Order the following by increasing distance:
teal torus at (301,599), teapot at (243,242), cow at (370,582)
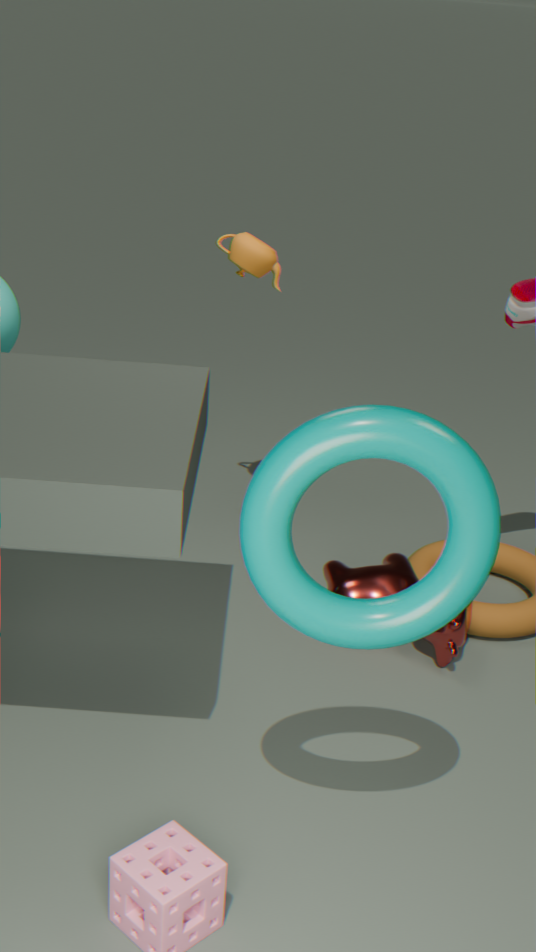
1. teal torus at (301,599)
2. cow at (370,582)
3. teapot at (243,242)
